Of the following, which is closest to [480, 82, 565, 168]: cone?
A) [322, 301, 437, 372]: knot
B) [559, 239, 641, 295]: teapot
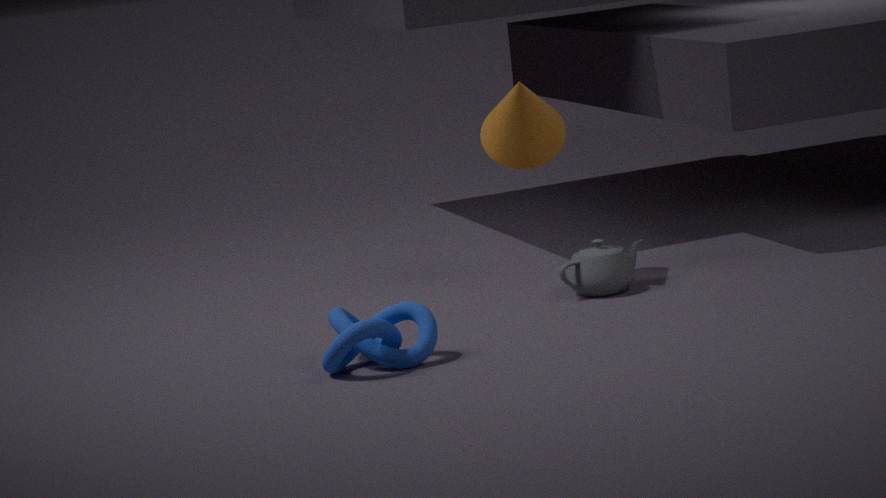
[559, 239, 641, 295]: teapot
